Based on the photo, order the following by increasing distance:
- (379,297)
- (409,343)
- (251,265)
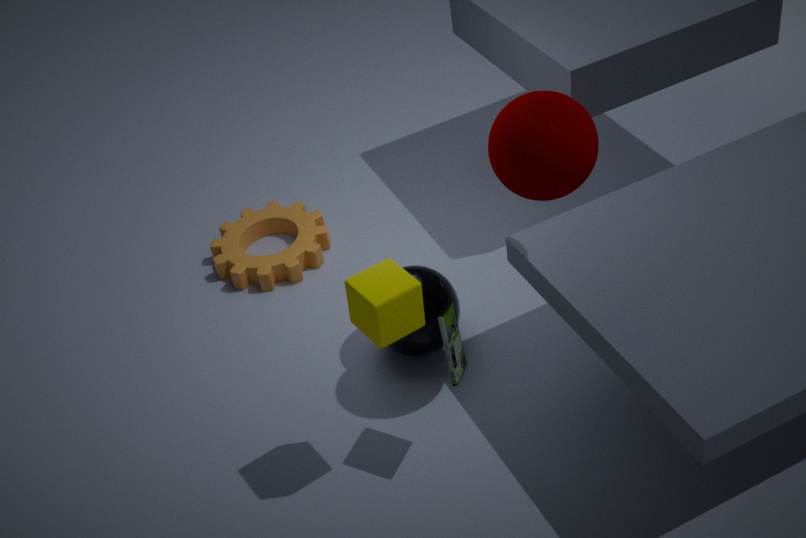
(379,297), (409,343), (251,265)
